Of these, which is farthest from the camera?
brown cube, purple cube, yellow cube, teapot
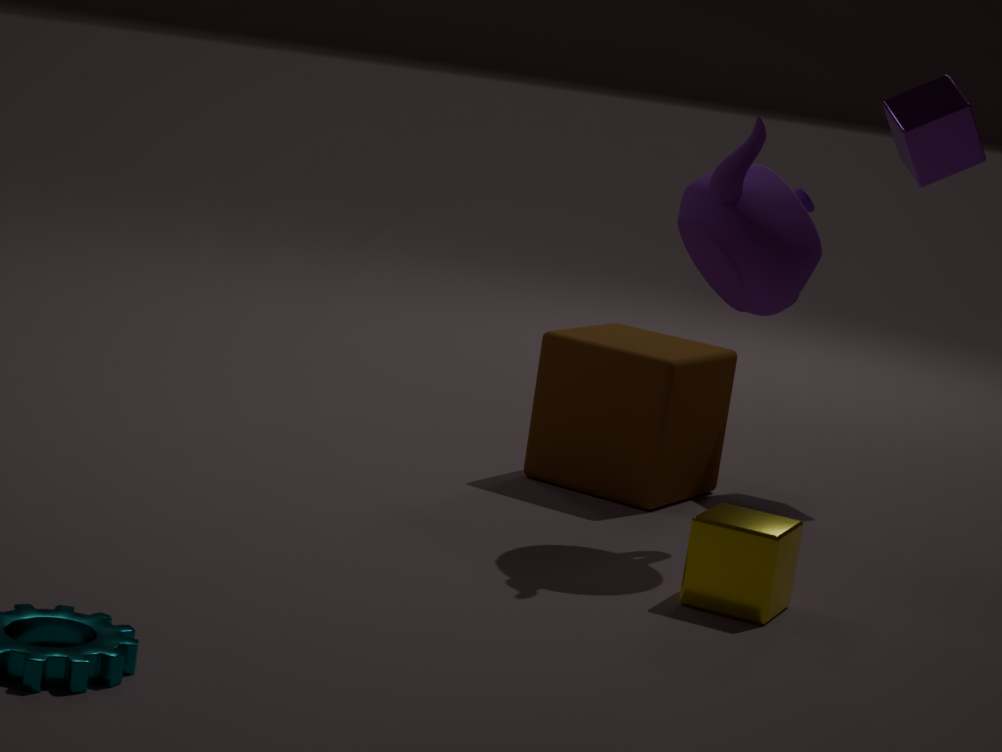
purple cube
